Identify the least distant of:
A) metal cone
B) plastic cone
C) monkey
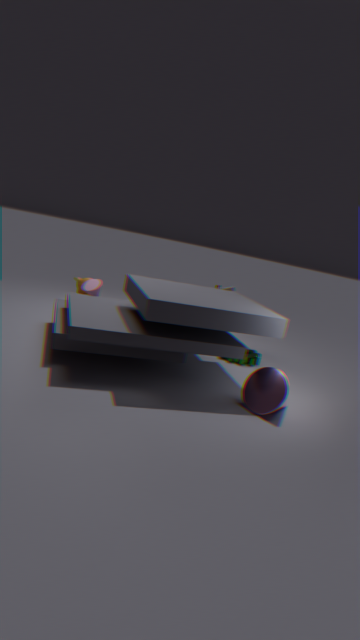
metal cone
